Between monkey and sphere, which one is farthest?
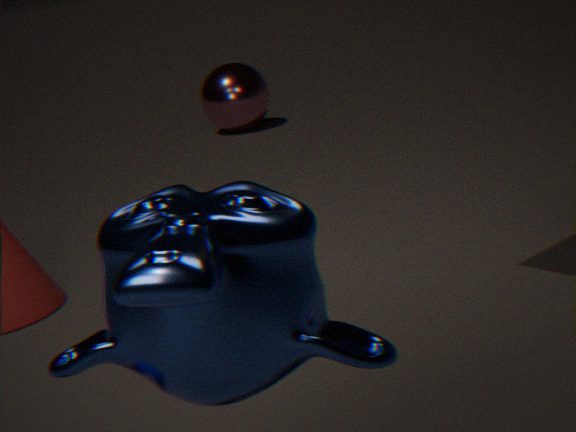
sphere
